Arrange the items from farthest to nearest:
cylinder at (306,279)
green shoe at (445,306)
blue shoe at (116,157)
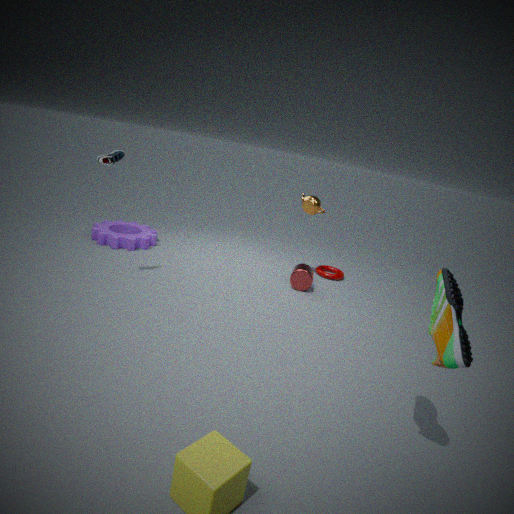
1. cylinder at (306,279)
2. blue shoe at (116,157)
3. green shoe at (445,306)
